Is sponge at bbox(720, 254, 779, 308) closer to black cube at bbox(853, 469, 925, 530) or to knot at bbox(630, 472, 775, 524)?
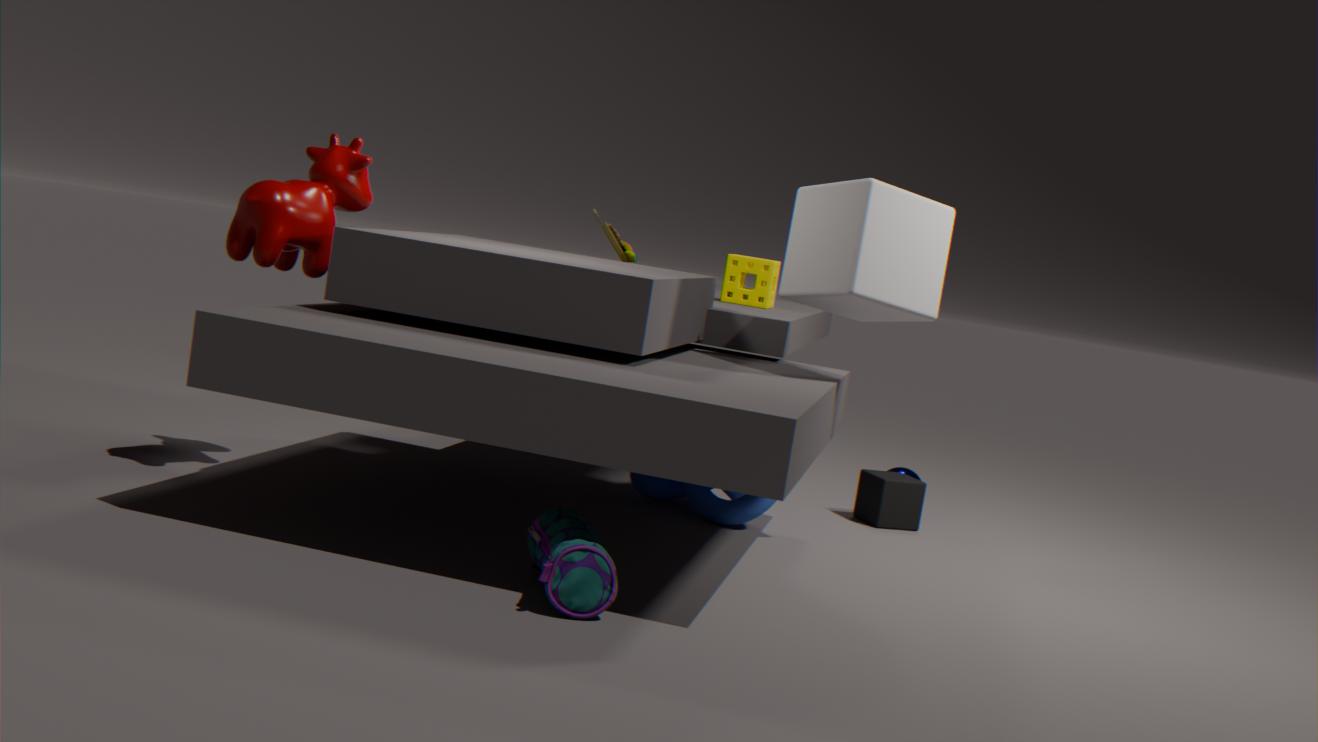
knot at bbox(630, 472, 775, 524)
